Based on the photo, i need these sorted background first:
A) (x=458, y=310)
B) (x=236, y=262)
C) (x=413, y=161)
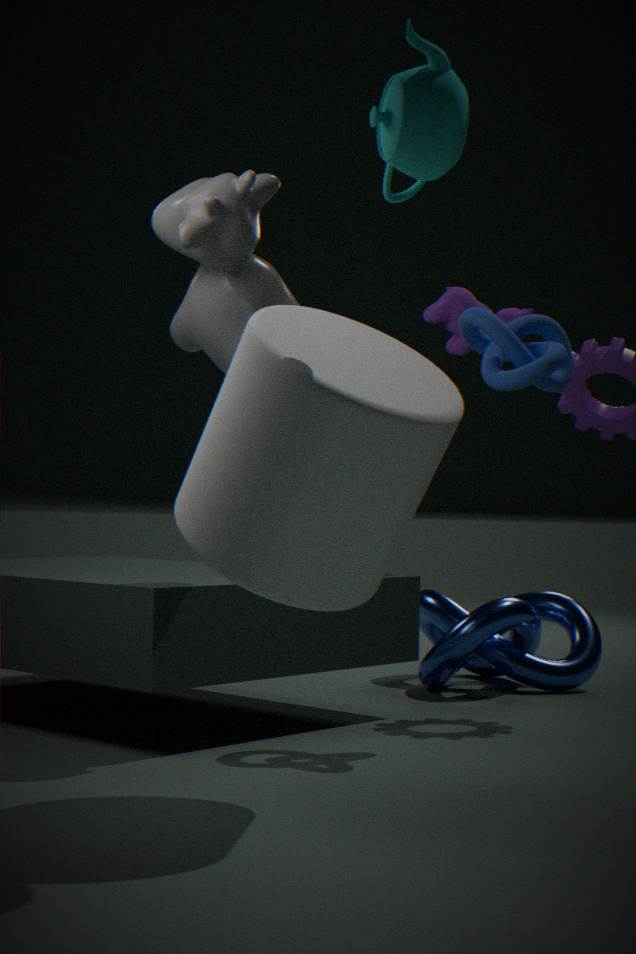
(x=458, y=310) < (x=236, y=262) < (x=413, y=161)
